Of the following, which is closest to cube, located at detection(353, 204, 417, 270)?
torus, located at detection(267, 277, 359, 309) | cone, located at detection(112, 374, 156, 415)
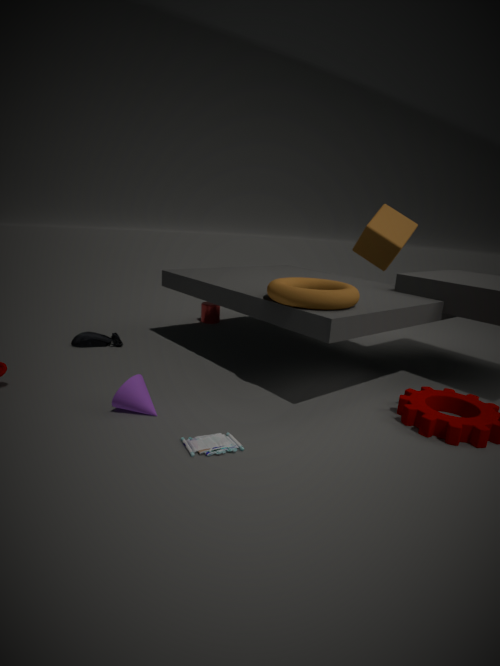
torus, located at detection(267, 277, 359, 309)
